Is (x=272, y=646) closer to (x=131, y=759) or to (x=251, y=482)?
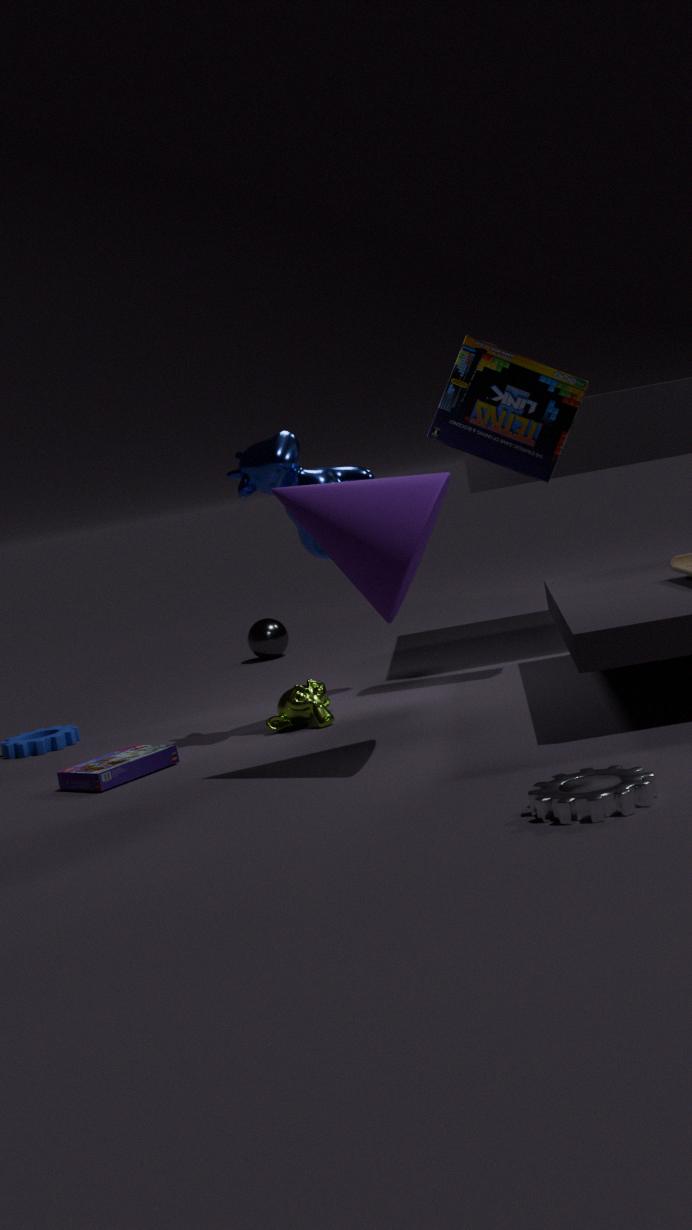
(x=251, y=482)
